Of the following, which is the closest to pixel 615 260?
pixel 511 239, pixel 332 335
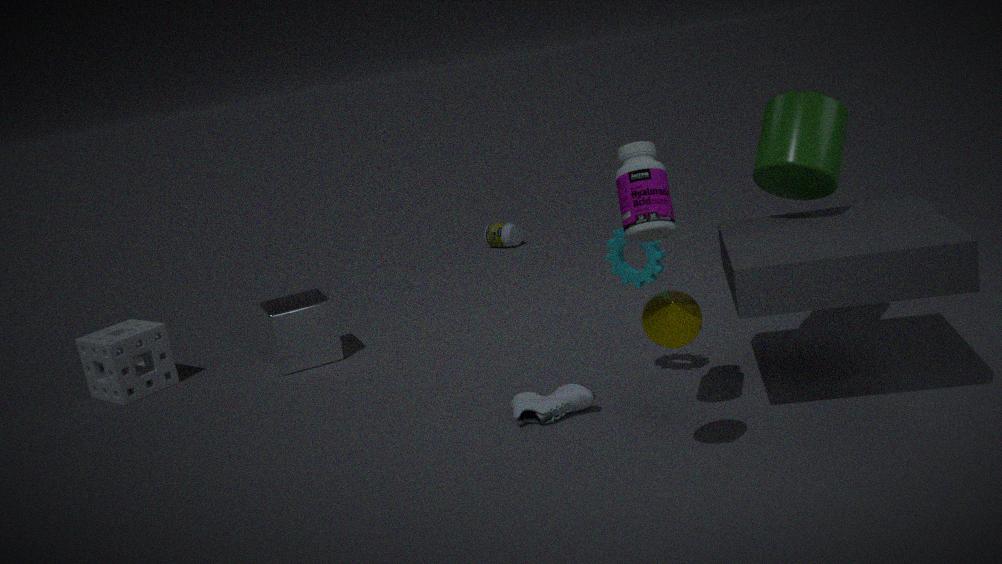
pixel 332 335
